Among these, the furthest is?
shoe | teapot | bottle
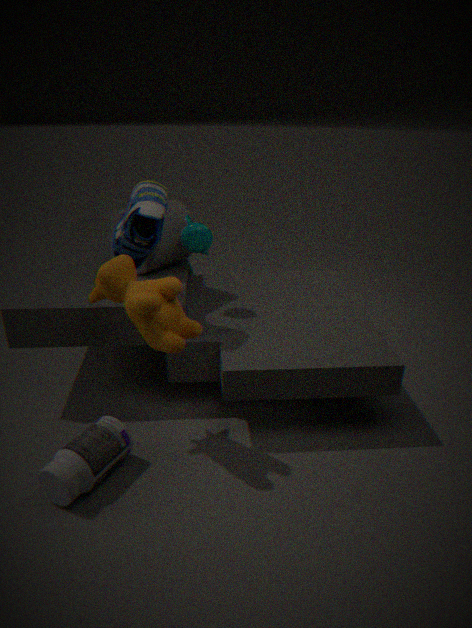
teapot
